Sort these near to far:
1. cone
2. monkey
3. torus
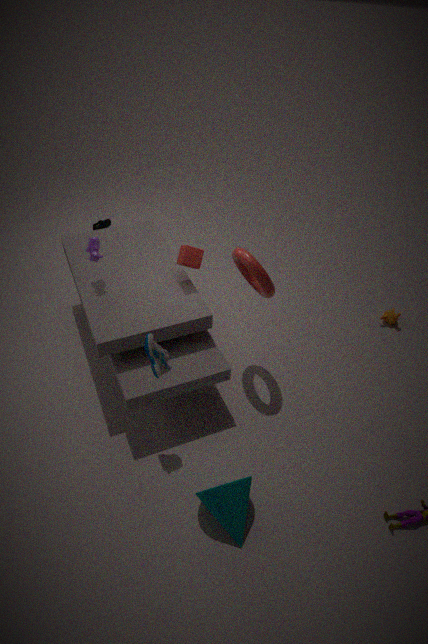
1. cone
2. torus
3. monkey
